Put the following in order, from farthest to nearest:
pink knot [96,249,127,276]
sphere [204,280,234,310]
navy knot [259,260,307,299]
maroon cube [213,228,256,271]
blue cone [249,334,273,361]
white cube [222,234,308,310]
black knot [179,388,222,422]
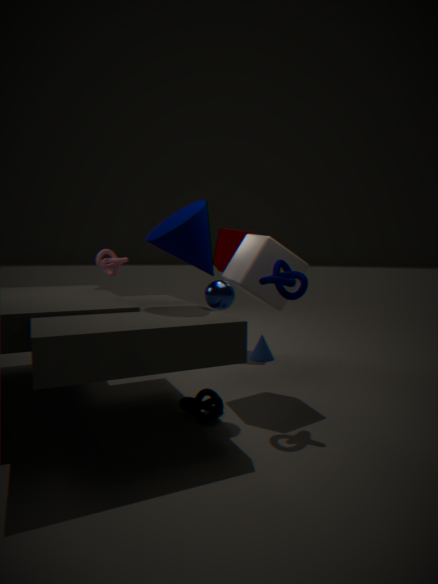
maroon cube [213,228,256,271]
blue cone [249,334,273,361]
pink knot [96,249,127,276]
white cube [222,234,308,310]
sphere [204,280,234,310]
navy knot [259,260,307,299]
black knot [179,388,222,422]
